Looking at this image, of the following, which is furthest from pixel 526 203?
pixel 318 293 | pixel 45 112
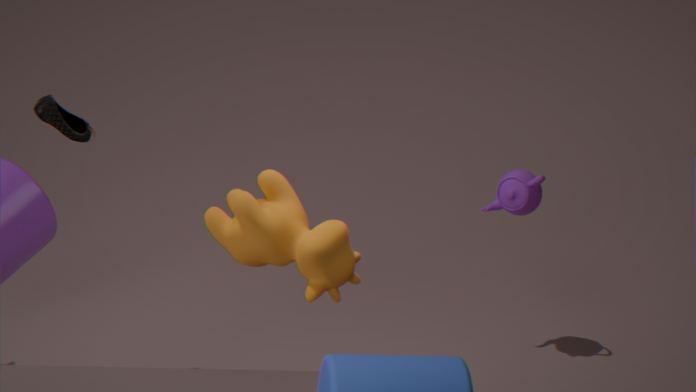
pixel 45 112
